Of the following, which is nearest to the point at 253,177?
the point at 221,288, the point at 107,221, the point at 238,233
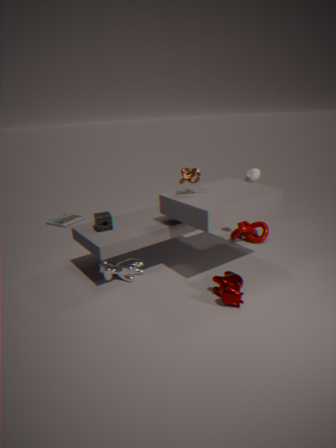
the point at 238,233
